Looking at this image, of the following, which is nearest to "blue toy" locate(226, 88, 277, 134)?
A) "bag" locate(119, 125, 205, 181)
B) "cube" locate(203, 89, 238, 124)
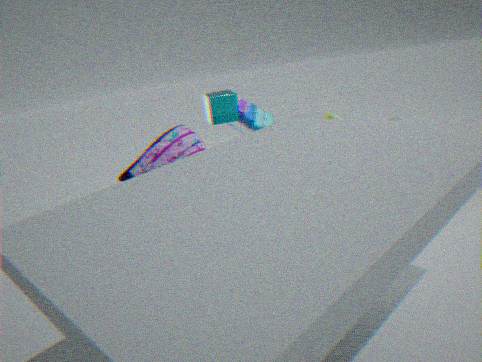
"cube" locate(203, 89, 238, 124)
